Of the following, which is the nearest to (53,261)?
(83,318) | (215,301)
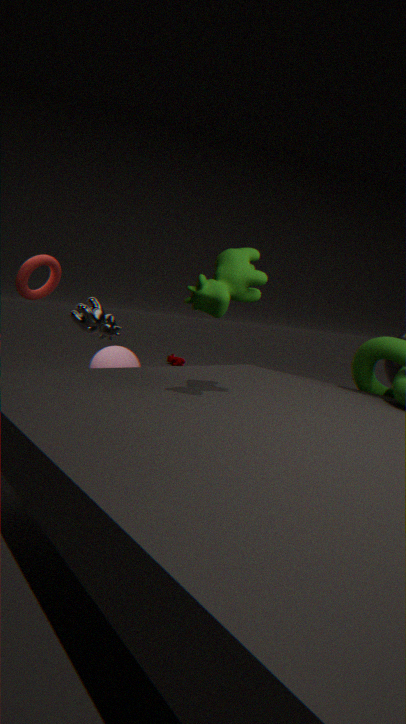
(83,318)
